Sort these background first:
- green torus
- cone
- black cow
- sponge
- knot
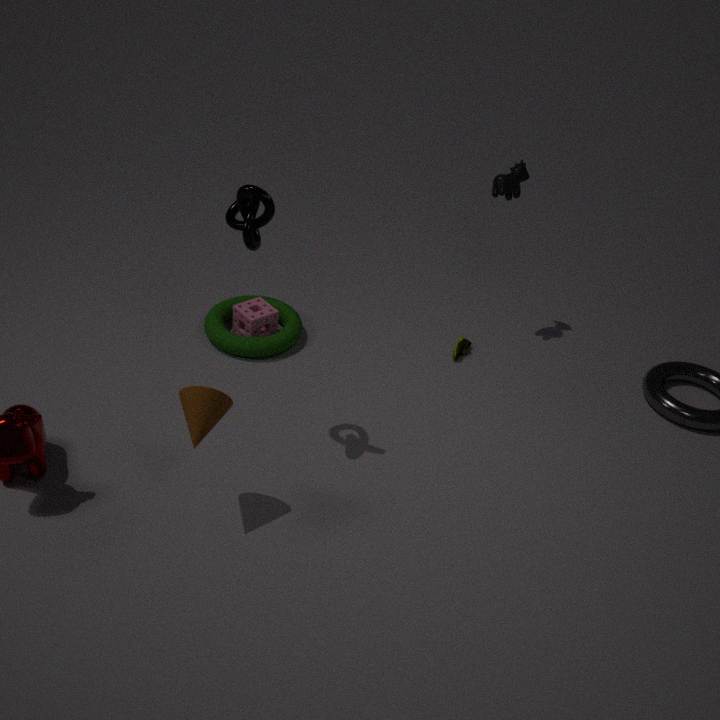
1. sponge
2. black cow
3. green torus
4. knot
5. cone
